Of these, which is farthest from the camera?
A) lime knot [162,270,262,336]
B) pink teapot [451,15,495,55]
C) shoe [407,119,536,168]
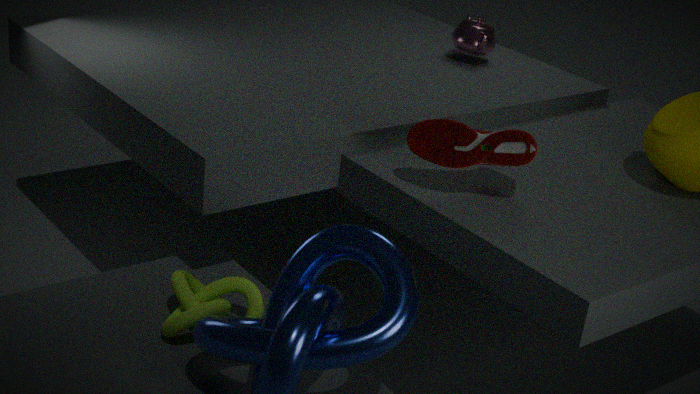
pink teapot [451,15,495,55]
